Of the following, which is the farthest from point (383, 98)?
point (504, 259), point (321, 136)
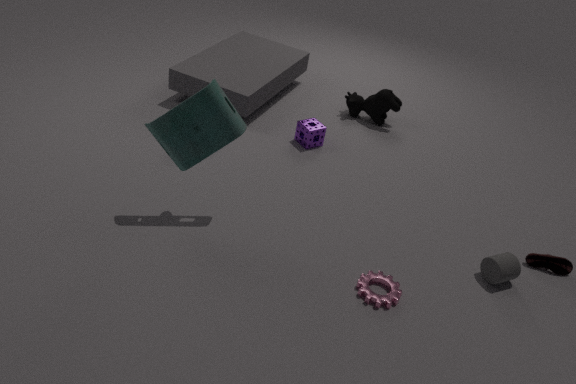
point (504, 259)
